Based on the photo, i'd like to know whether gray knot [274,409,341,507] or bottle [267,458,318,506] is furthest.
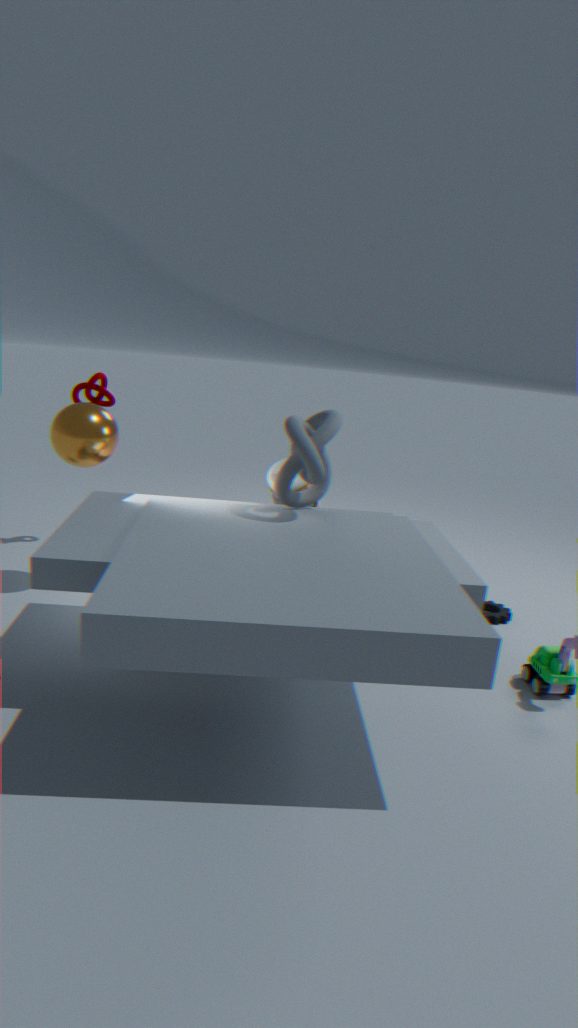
bottle [267,458,318,506]
